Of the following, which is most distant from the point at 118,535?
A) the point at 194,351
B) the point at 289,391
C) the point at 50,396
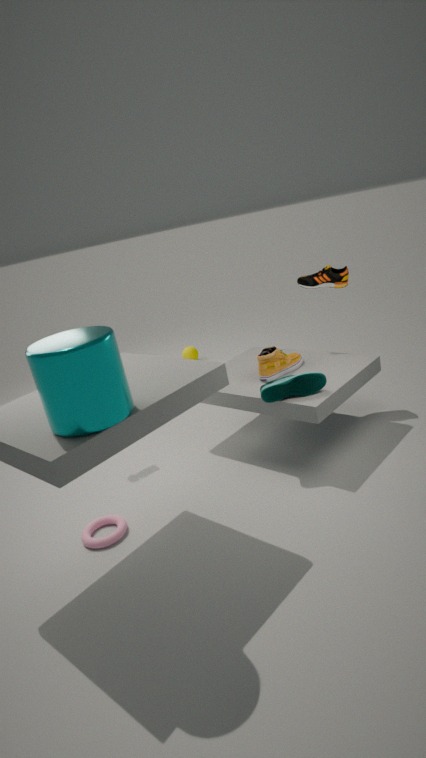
the point at 194,351
